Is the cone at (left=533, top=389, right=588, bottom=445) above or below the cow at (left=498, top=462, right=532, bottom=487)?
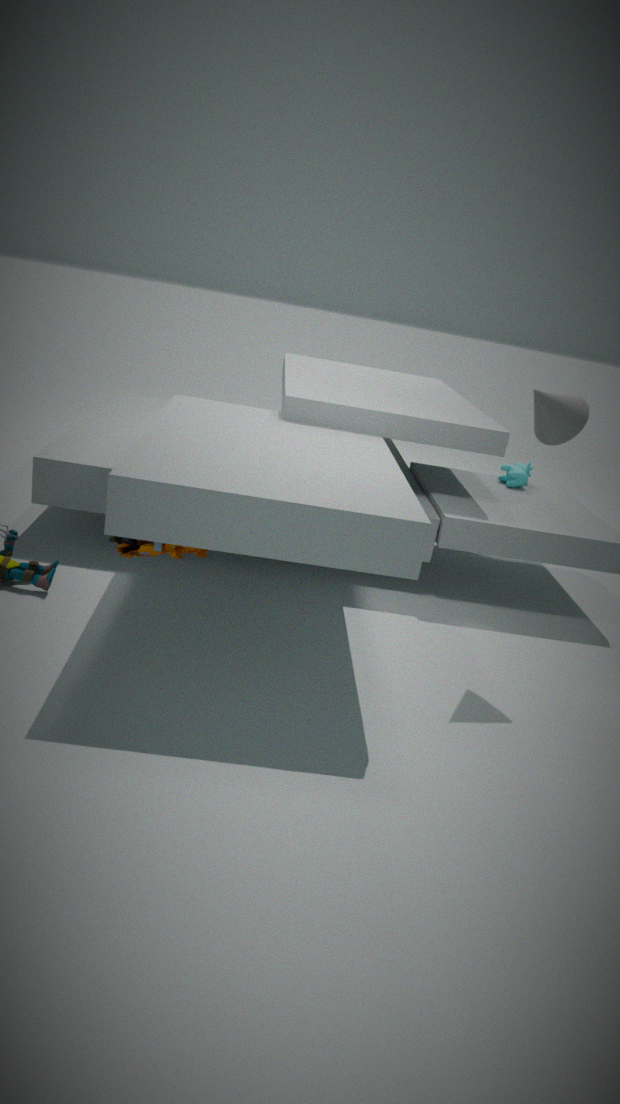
above
